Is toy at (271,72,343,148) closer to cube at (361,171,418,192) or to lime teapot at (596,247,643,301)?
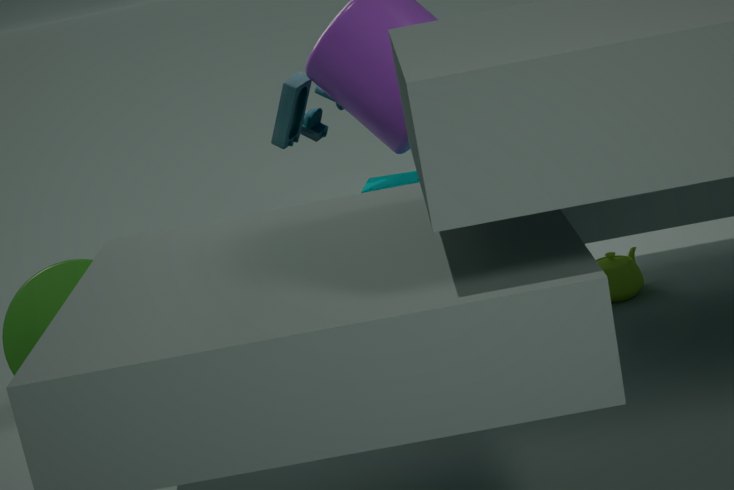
cube at (361,171,418,192)
